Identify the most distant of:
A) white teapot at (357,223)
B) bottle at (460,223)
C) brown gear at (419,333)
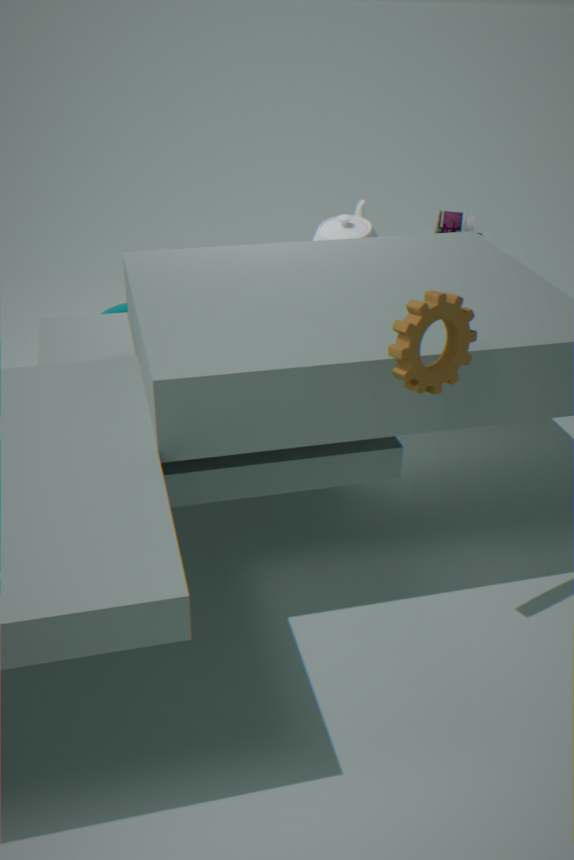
bottle at (460,223)
